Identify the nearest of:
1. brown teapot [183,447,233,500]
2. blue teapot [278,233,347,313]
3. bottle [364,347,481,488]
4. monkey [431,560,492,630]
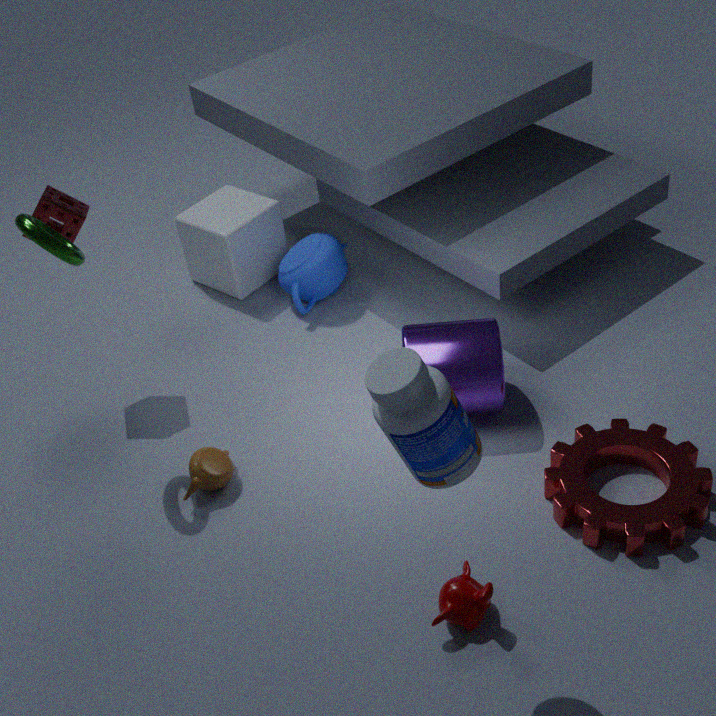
bottle [364,347,481,488]
